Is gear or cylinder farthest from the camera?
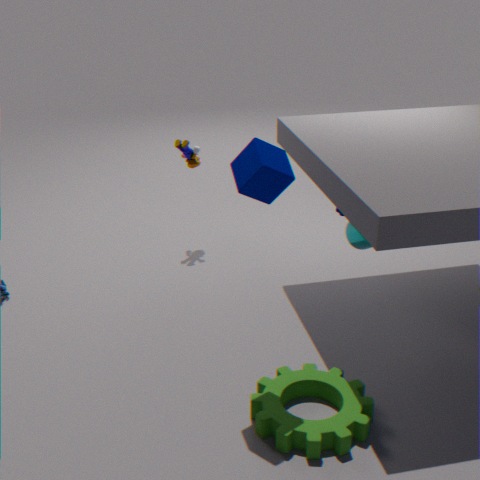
cylinder
